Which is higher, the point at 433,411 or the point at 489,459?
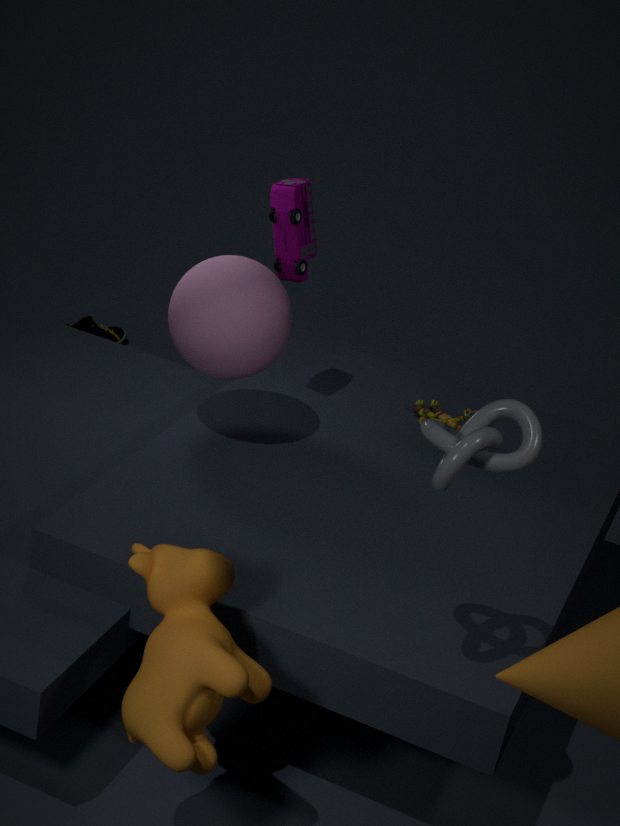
the point at 489,459
